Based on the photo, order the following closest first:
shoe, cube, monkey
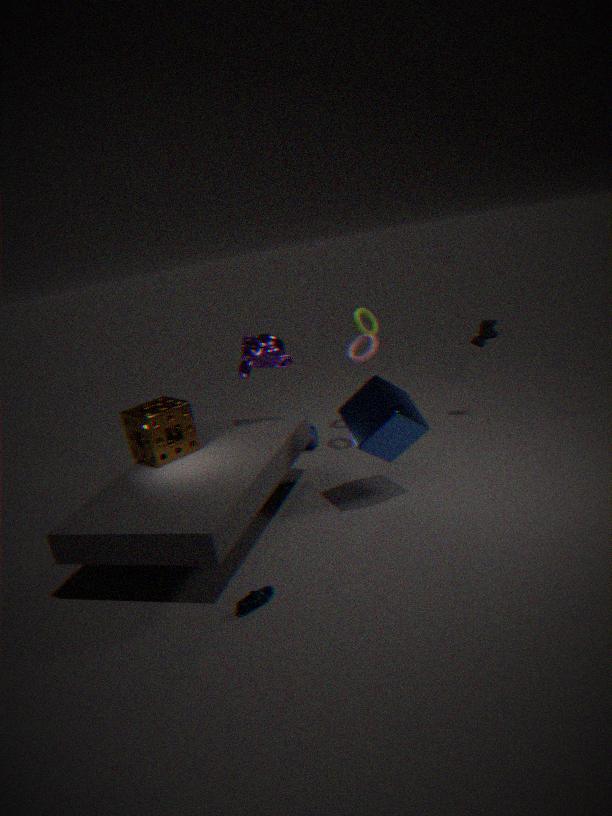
shoe
cube
monkey
